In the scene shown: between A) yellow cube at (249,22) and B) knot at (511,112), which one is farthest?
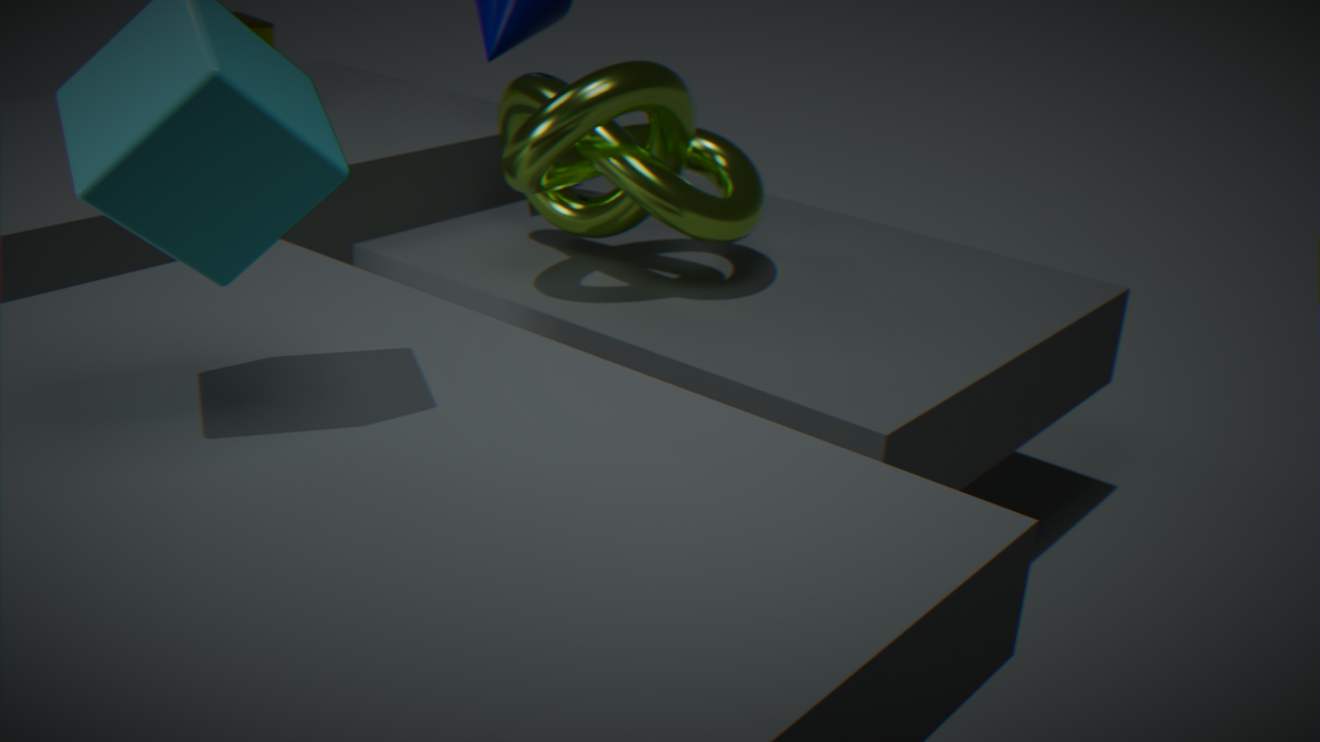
A. yellow cube at (249,22)
